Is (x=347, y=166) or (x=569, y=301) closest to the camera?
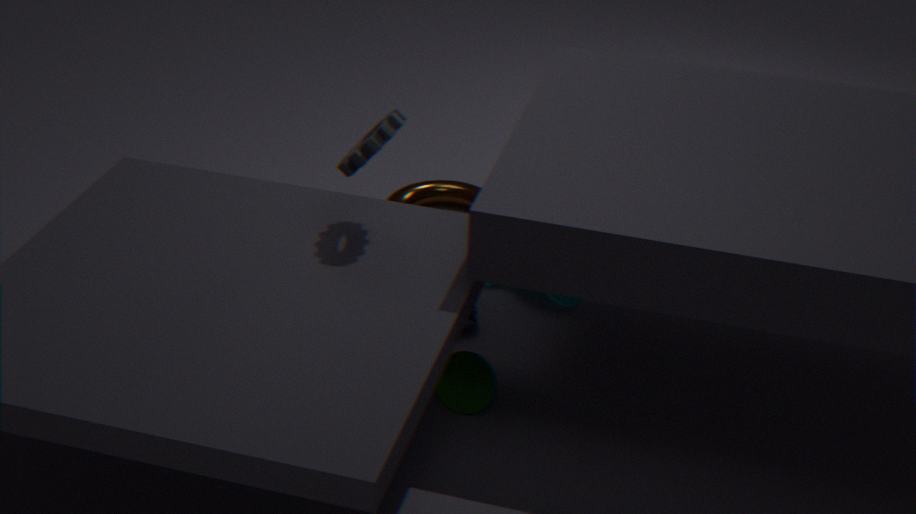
(x=347, y=166)
